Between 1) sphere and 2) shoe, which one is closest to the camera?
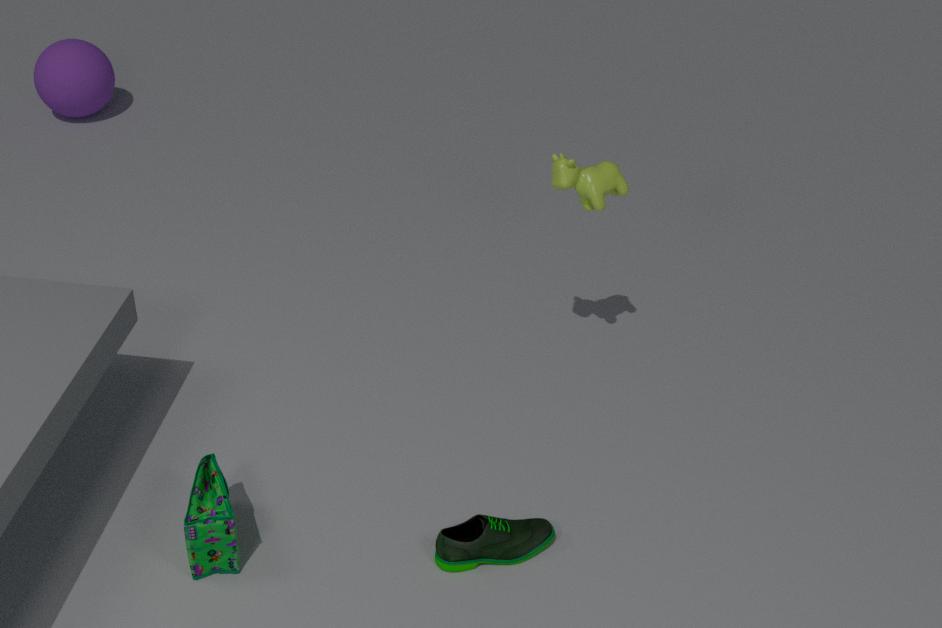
2. shoe
